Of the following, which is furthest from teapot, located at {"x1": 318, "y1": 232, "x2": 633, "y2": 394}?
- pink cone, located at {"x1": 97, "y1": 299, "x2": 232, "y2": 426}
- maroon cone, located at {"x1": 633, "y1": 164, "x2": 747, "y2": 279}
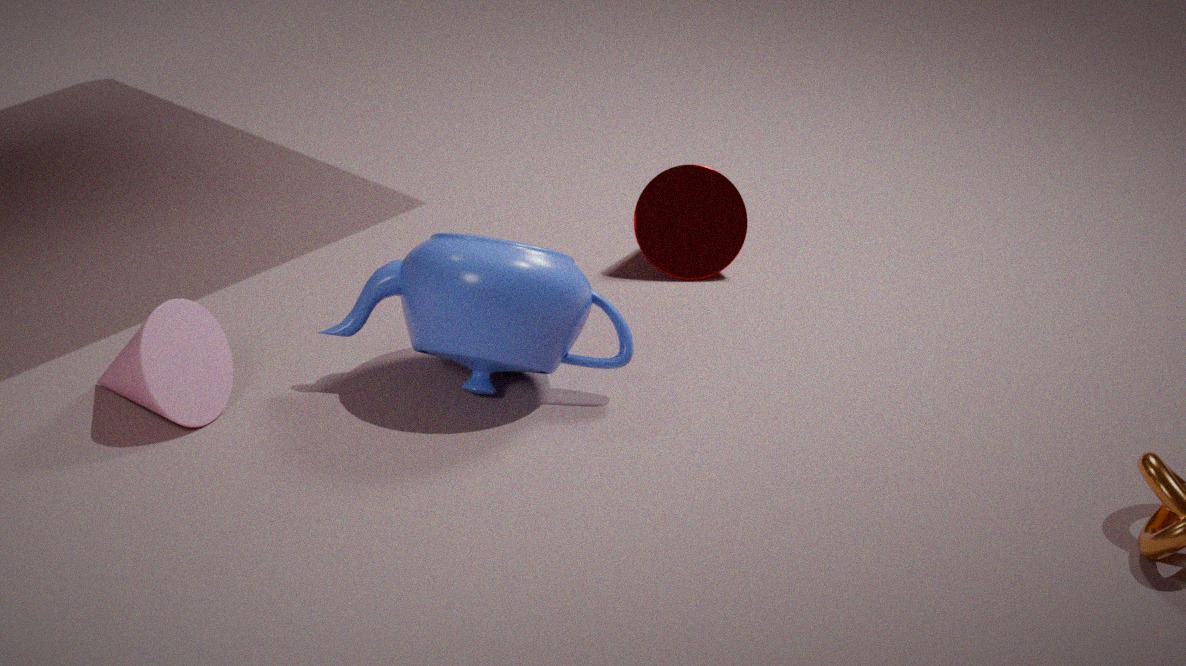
maroon cone, located at {"x1": 633, "y1": 164, "x2": 747, "y2": 279}
